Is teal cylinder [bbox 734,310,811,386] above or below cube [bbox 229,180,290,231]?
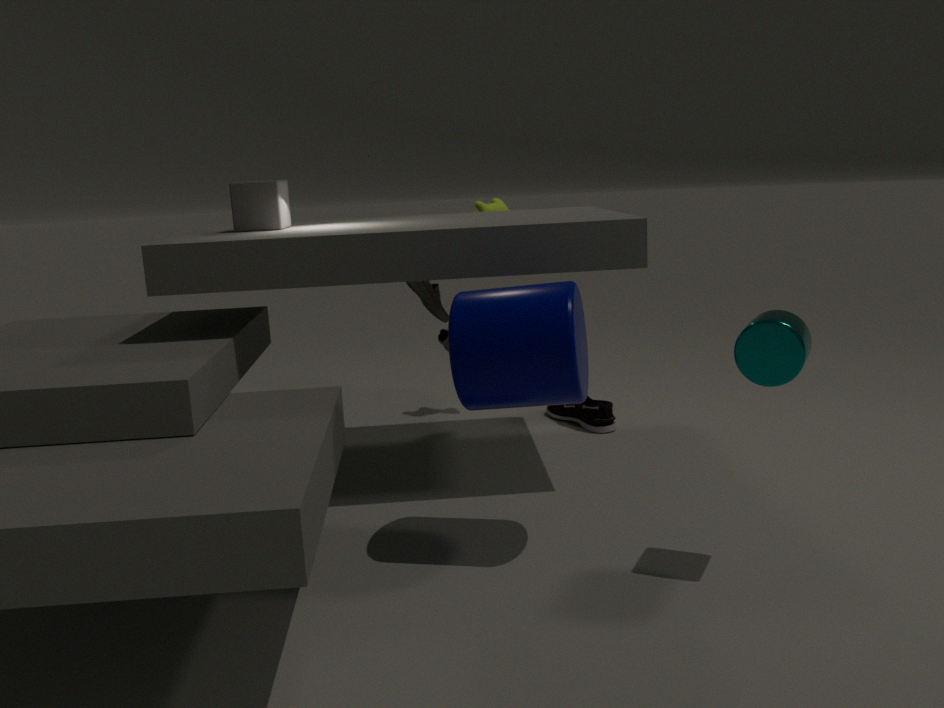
below
